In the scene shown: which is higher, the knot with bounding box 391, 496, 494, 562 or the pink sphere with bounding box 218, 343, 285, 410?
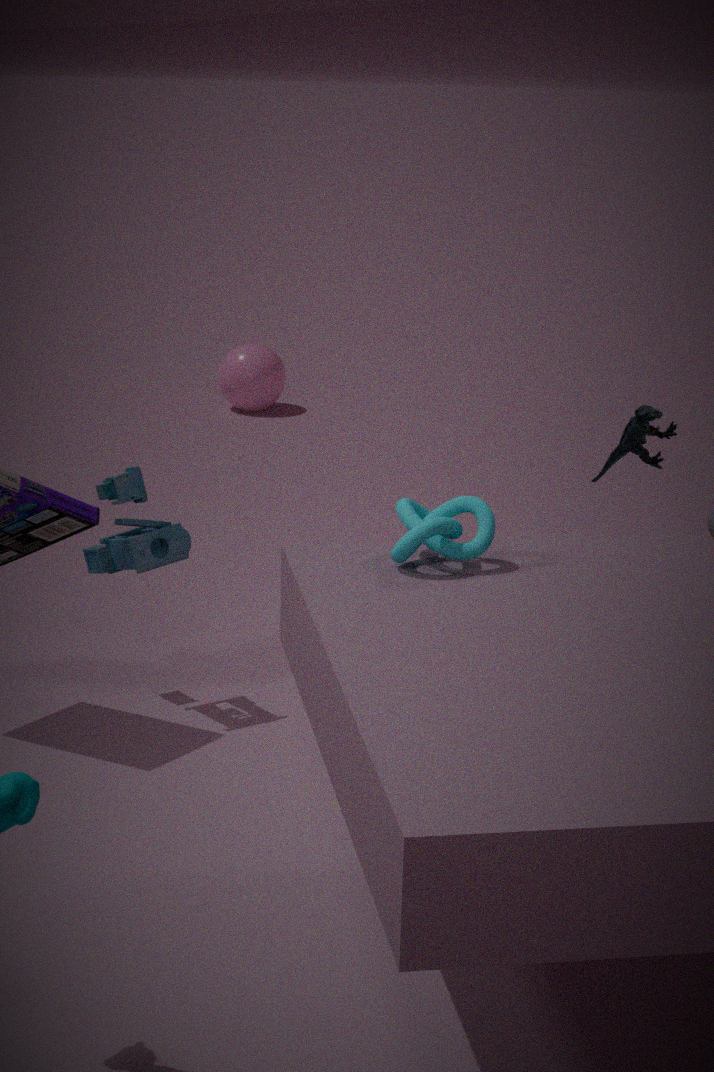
the knot with bounding box 391, 496, 494, 562
